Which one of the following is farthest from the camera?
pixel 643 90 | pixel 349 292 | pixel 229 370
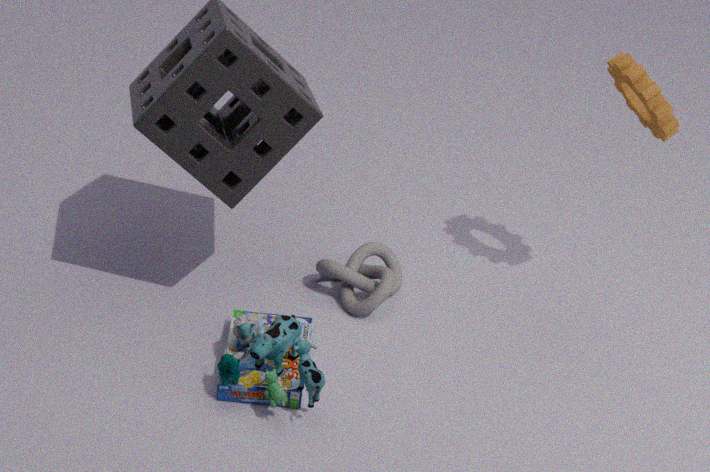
pixel 349 292
